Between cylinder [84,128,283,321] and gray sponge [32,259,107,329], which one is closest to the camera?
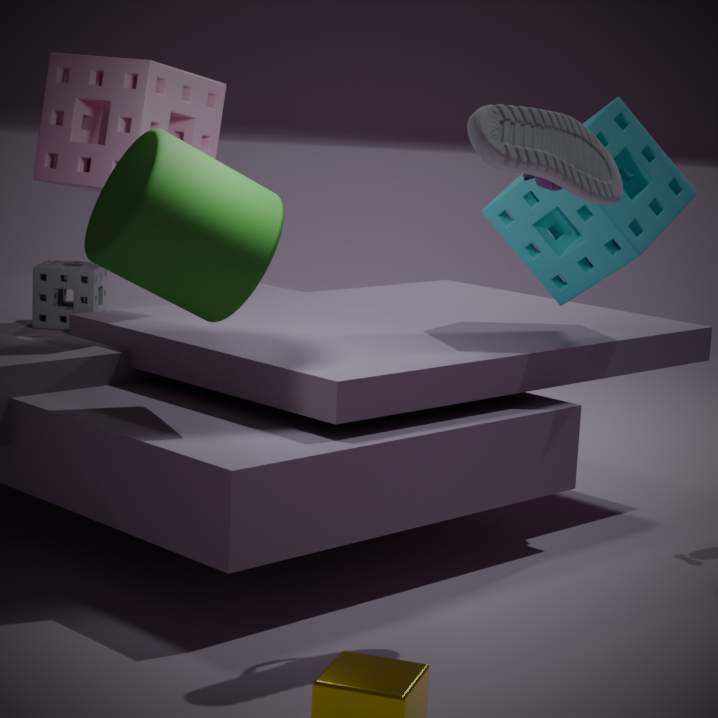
cylinder [84,128,283,321]
